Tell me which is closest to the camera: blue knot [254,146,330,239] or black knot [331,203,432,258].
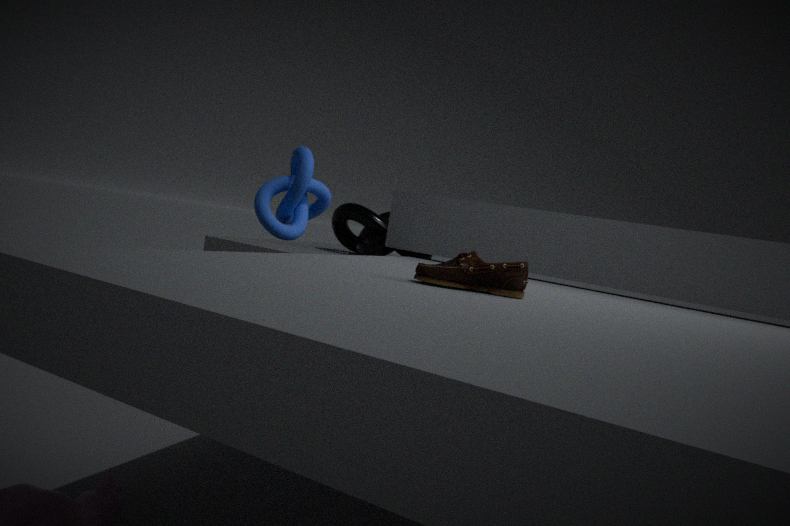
blue knot [254,146,330,239]
